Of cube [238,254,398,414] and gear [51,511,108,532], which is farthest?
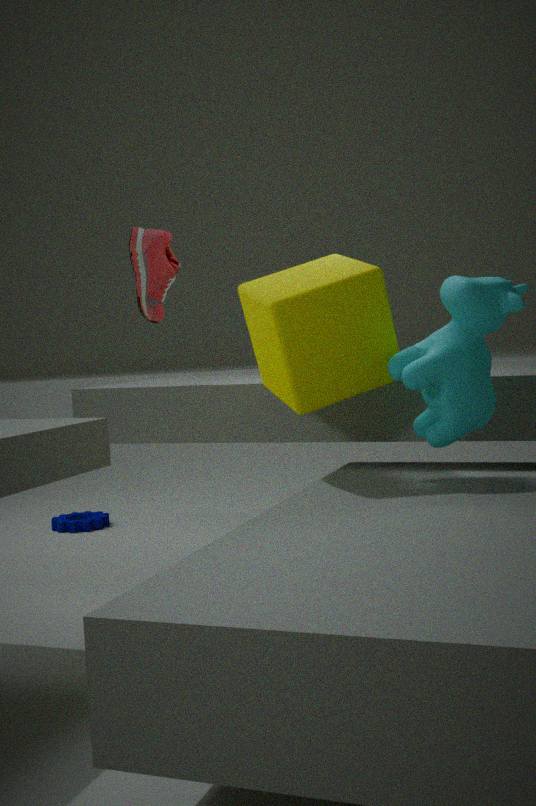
gear [51,511,108,532]
